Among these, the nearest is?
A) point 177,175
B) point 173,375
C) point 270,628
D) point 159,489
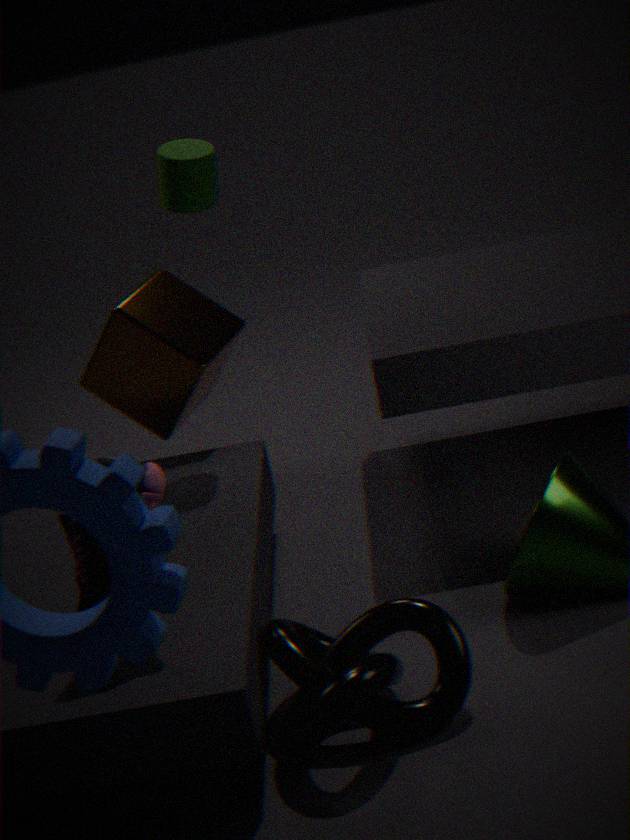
point 159,489
